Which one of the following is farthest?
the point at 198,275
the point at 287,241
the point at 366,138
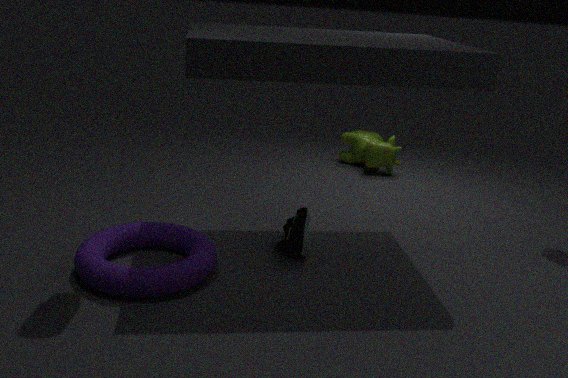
the point at 366,138
